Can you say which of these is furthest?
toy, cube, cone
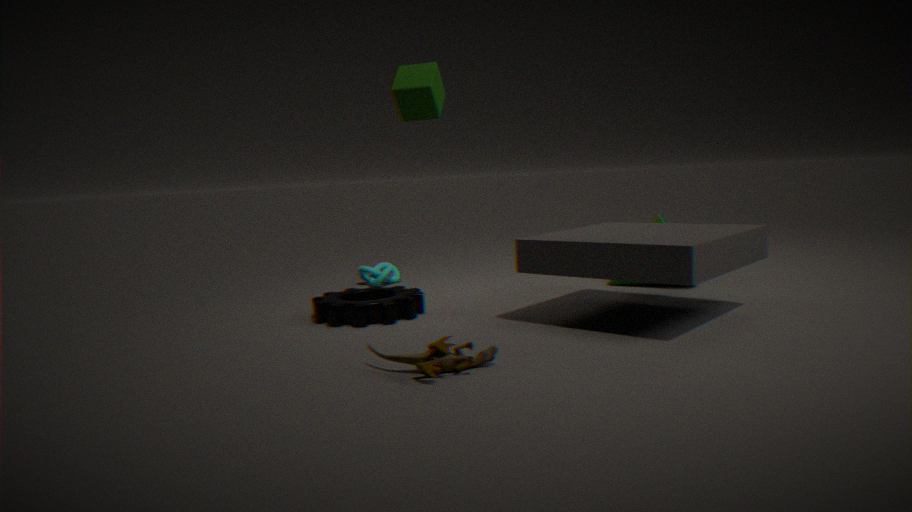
cone
